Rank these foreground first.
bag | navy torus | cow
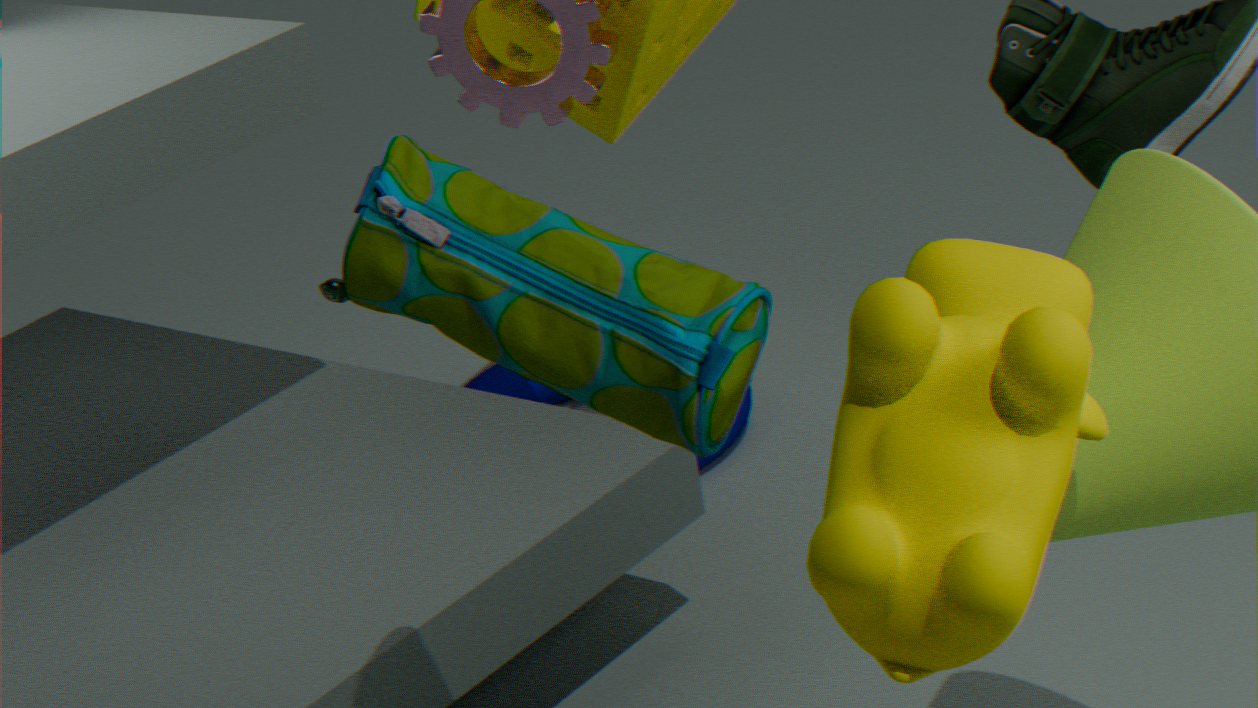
cow < bag < navy torus
